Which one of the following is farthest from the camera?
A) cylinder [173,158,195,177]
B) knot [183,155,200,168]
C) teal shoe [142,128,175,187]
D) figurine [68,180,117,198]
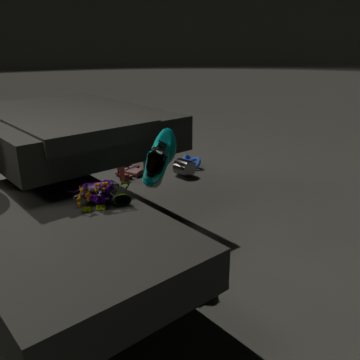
knot [183,155,200,168]
